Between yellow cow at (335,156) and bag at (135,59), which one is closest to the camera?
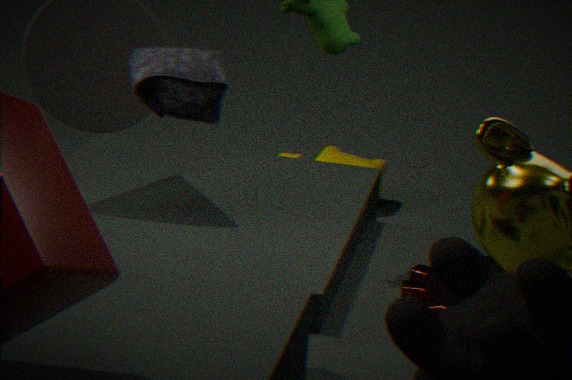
bag at (135,59)
